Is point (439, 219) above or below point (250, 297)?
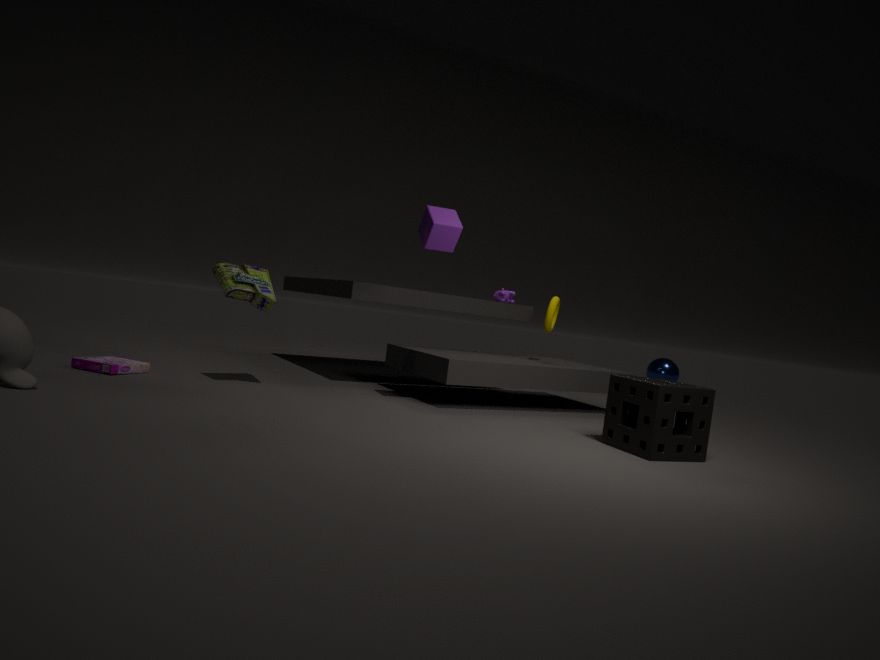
above
